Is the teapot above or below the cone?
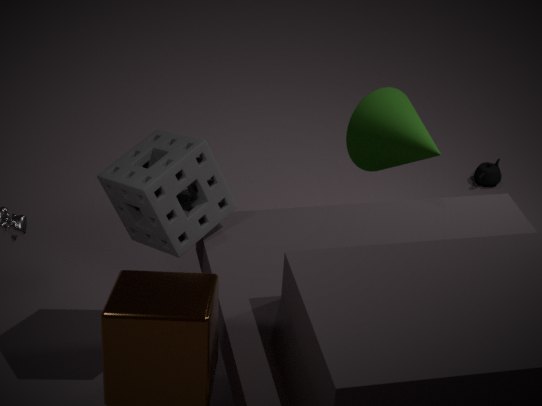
below
